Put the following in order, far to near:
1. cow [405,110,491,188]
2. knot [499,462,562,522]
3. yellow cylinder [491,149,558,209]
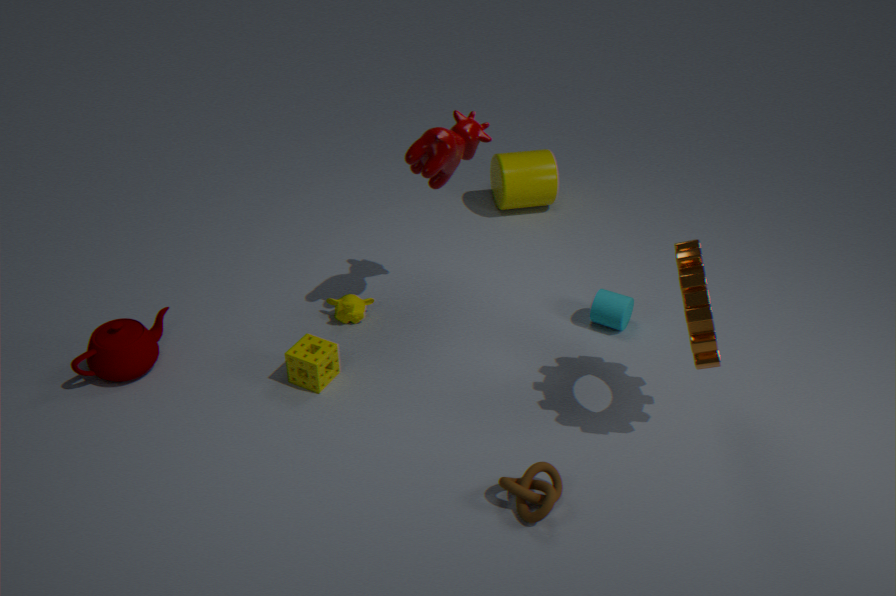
1. yellow cylinder [491,149,558,209]
2. cow [405,110,491,188]
3. knot [499,462,562,522]
